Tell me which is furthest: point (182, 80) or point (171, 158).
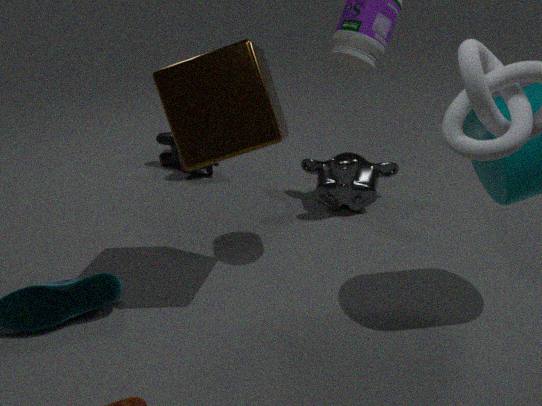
point (171, 158)
